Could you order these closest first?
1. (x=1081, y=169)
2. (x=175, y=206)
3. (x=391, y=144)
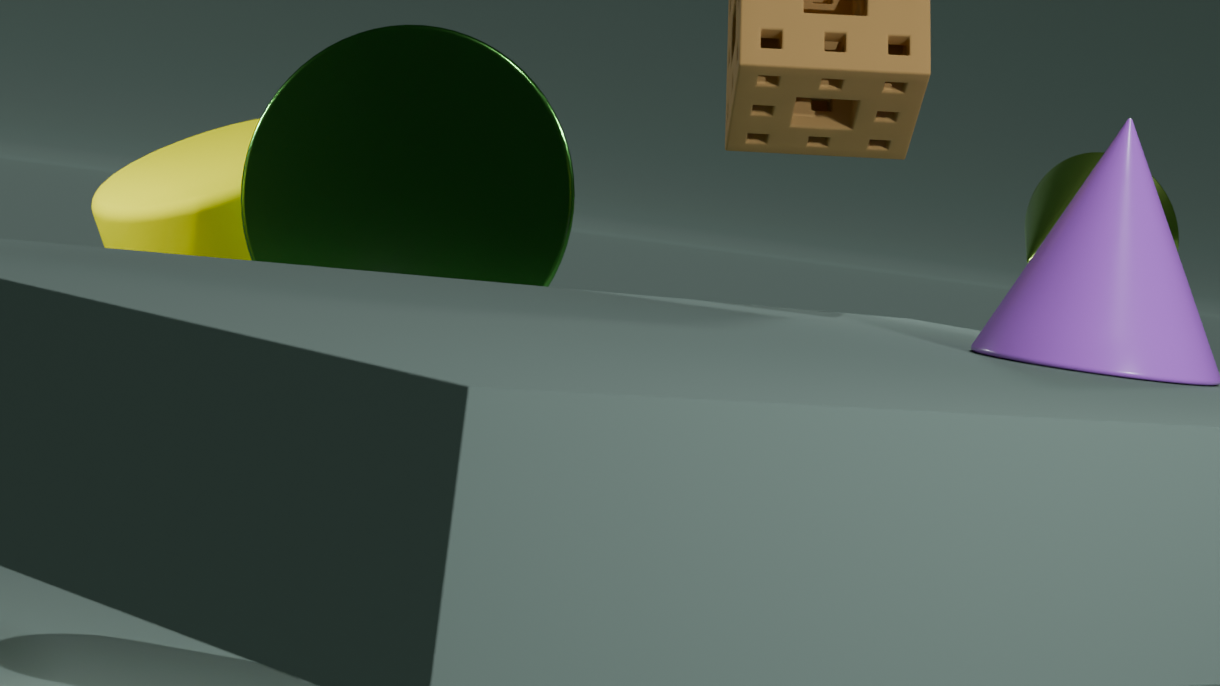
(x=391, y=144), (x=1081, y=169), (x=175, y=206)
